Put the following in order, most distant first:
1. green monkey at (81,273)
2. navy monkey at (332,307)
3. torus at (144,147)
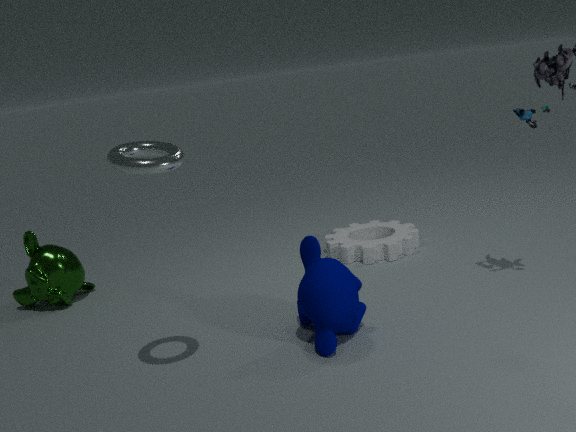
green monkey at (81,273)
navy monkey at (332,307)
torus at (144,147)
